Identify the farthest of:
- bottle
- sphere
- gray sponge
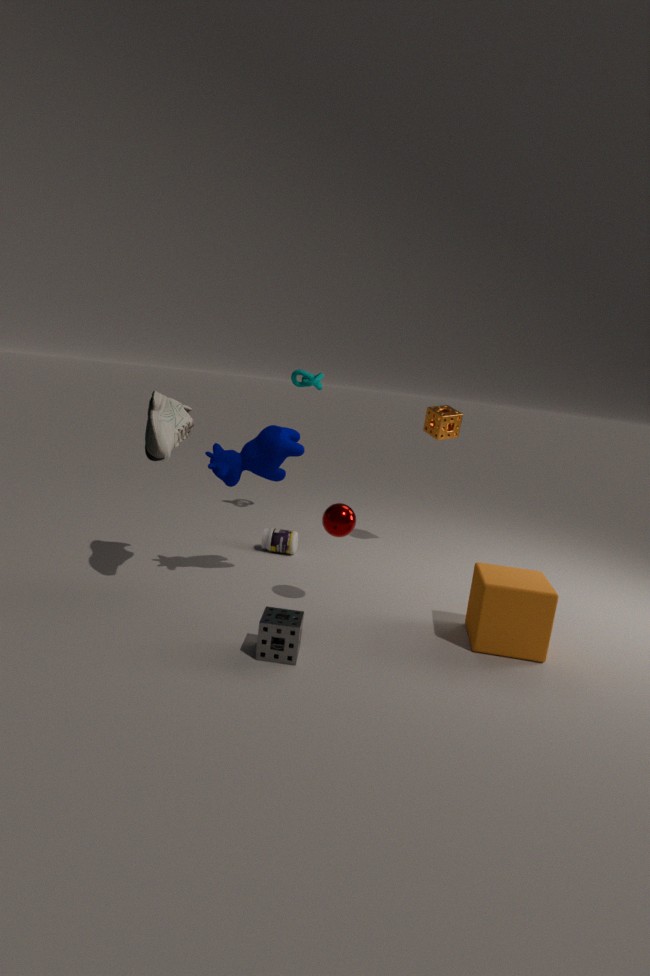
bottle
